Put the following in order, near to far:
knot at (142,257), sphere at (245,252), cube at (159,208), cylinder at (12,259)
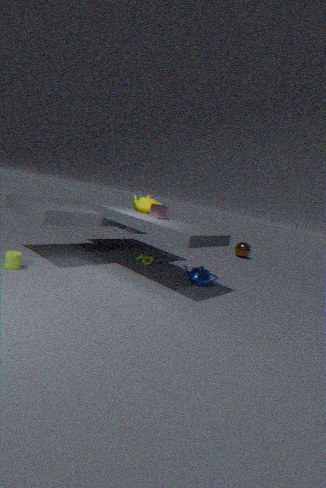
cylinder at (12,259) → cube at (159,208) → knot at (142,257) → sphere at (245,252)
